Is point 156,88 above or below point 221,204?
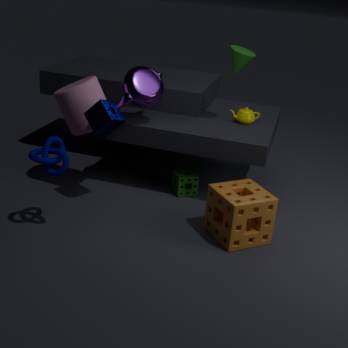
above
